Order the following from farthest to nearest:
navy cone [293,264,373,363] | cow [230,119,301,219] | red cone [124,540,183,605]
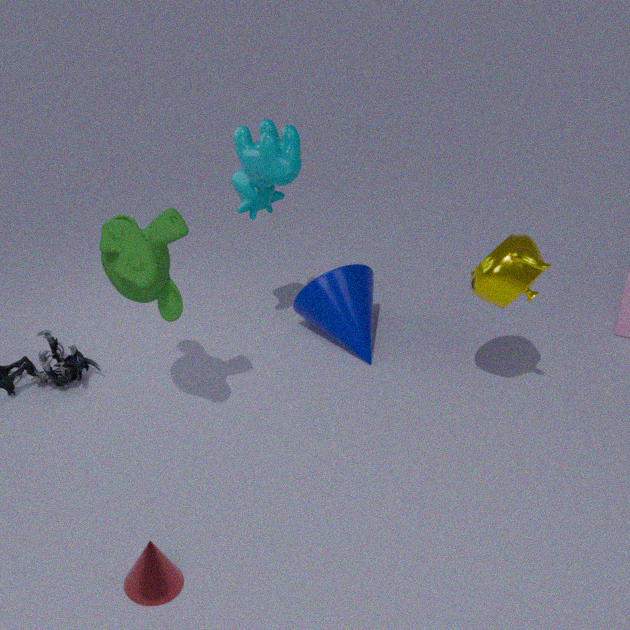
navy cone [293,264,373,363]
cow [230,119,301,219]
red cone [124,540,183,605]
